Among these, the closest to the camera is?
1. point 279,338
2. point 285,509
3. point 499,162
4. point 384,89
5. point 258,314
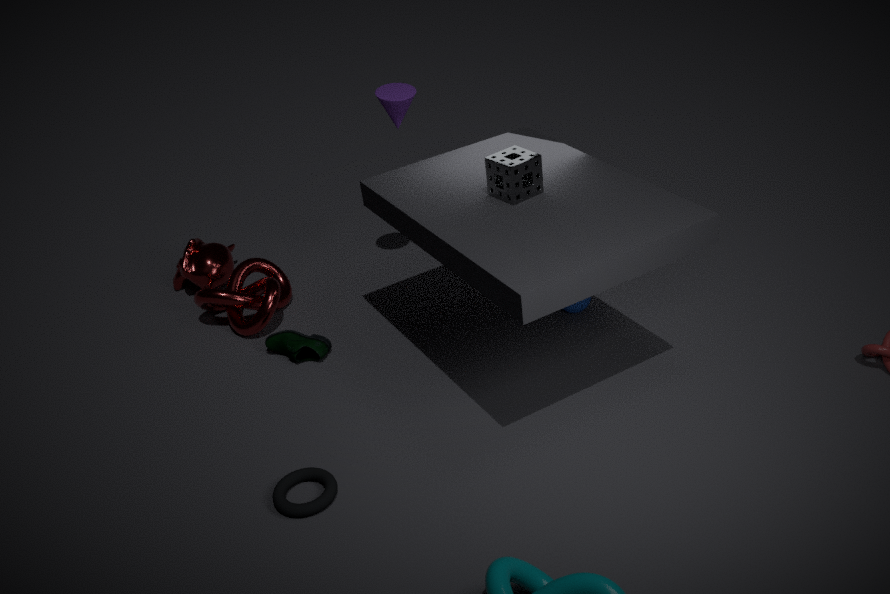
point 285,509
